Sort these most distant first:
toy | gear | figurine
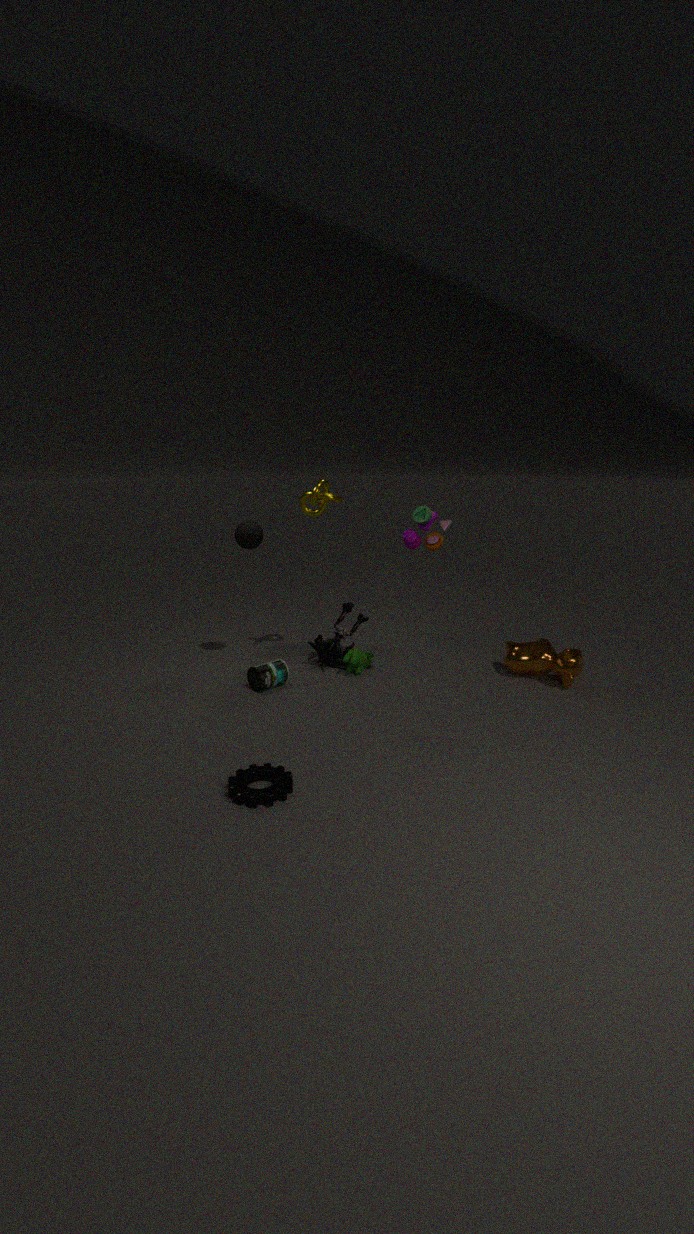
figurine, toy, gear
